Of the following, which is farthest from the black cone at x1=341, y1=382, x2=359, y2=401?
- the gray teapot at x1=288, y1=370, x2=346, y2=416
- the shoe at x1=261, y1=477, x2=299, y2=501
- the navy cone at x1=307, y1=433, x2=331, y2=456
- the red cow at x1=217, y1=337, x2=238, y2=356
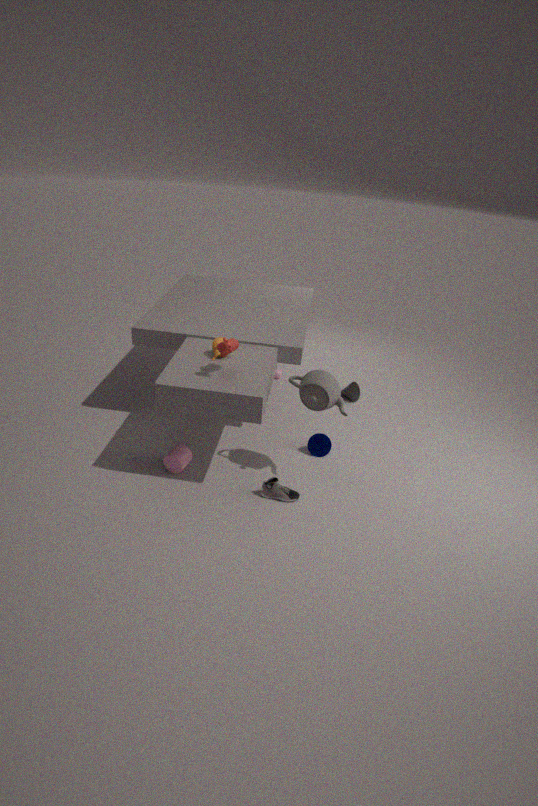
the red cow at x1=217, y1=337, x2=238, y2=356
